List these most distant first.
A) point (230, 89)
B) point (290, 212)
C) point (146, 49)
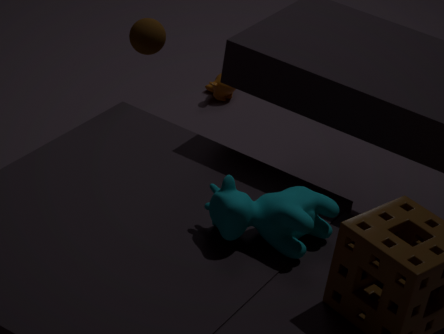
point (230, 89) < point (146, 49) < point (290, 212)
